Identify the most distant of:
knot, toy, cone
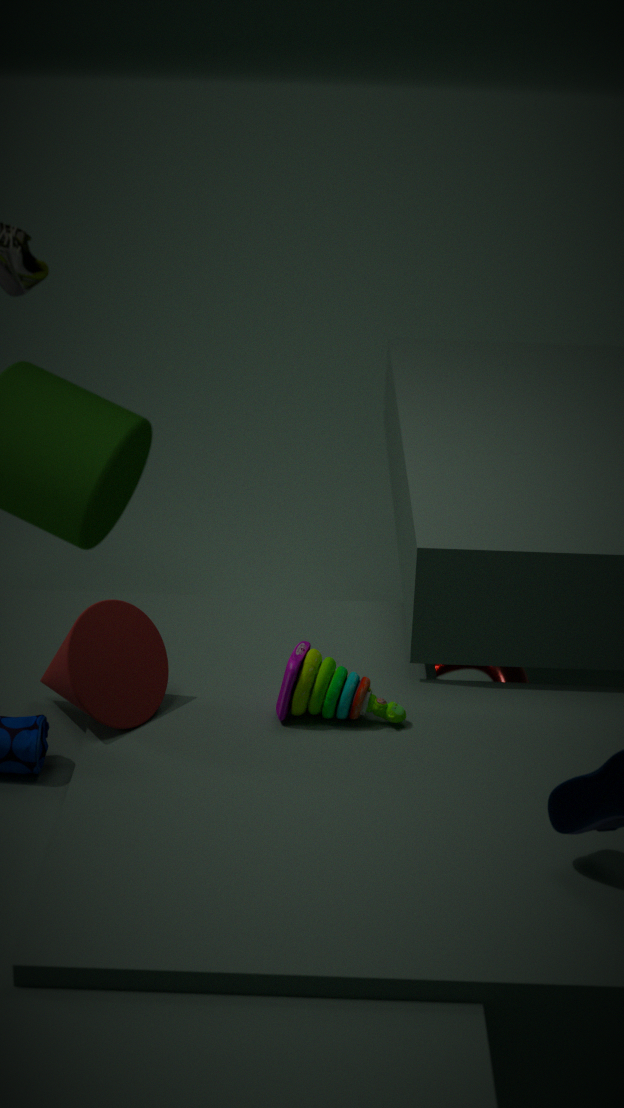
knot
